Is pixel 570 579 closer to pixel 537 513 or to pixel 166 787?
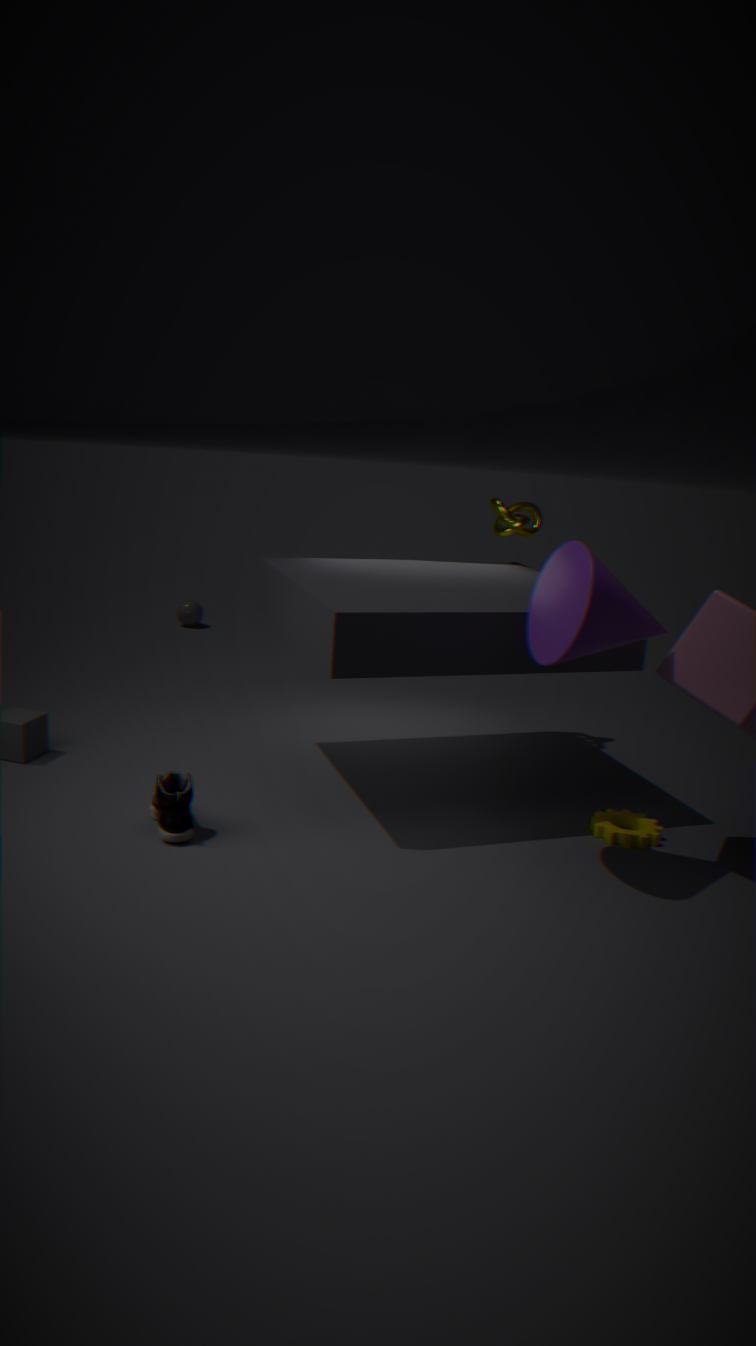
pixel 537 513
